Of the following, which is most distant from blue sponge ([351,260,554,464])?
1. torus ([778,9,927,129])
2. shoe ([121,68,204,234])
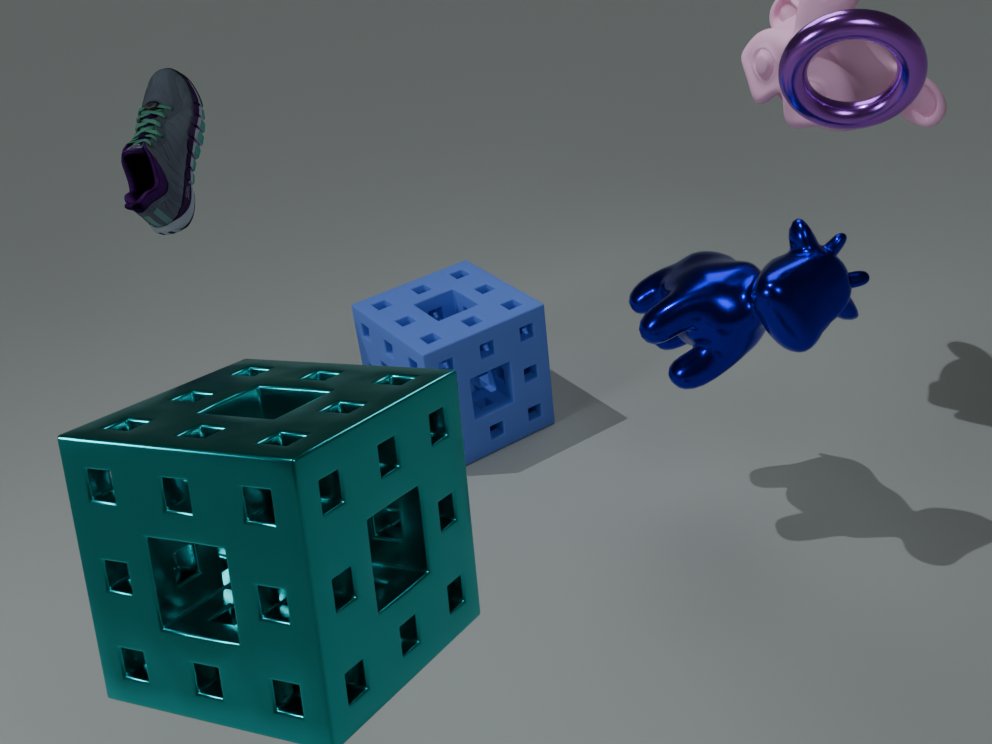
torus ([778,9,927,129])
